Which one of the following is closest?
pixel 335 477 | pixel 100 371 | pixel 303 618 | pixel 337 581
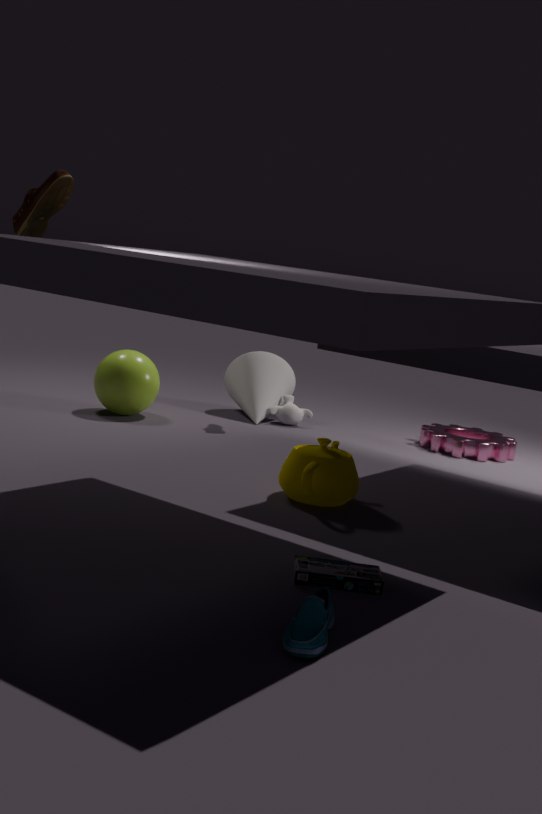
pixel 303 618
